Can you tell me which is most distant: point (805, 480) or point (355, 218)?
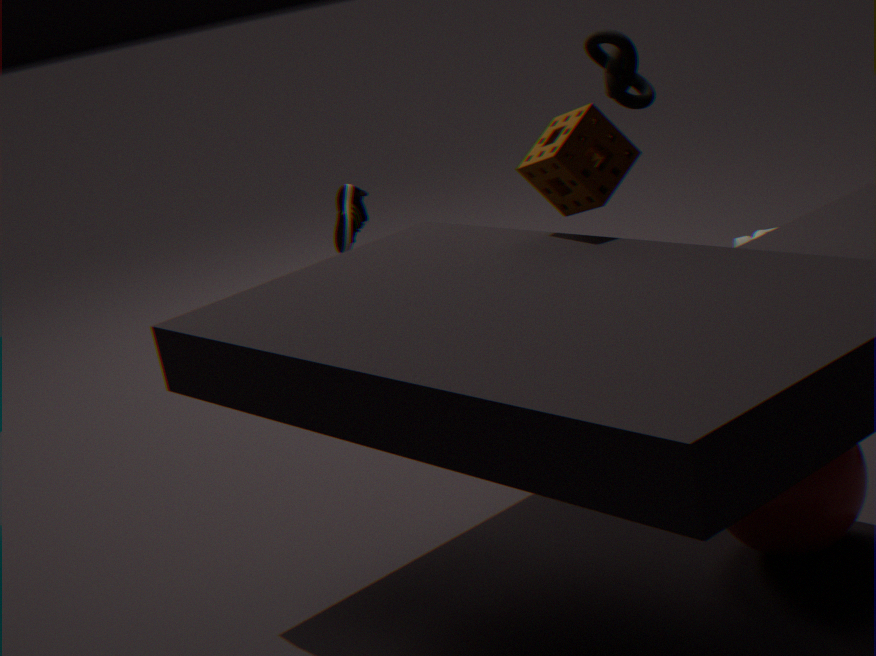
point (355, 218)
